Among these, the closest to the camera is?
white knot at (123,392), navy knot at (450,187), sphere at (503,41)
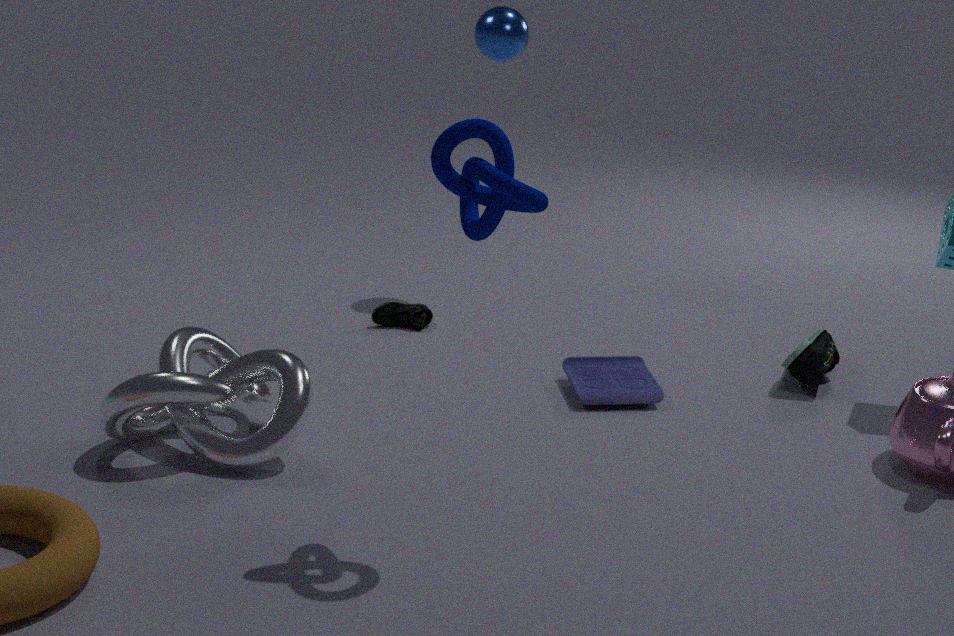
navy knot at (450,187)
